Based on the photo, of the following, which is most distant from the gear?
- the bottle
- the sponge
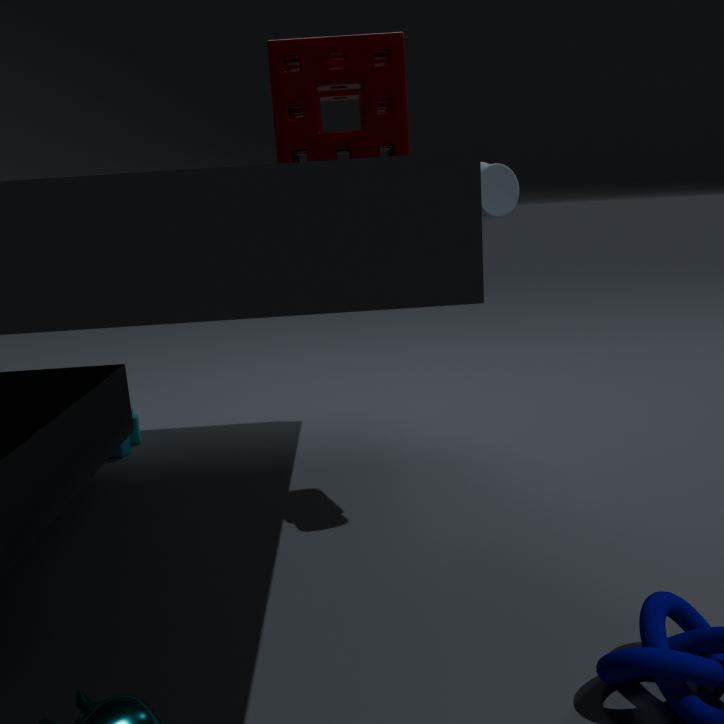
the bottle
